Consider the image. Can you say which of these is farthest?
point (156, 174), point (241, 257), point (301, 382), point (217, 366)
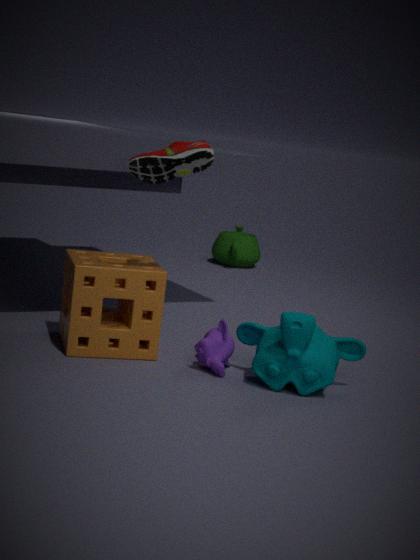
point (241, 257)
